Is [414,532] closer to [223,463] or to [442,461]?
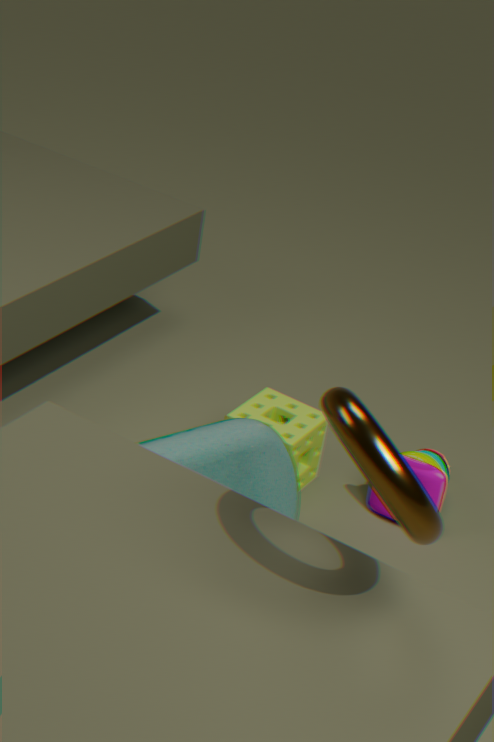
[223,463]
